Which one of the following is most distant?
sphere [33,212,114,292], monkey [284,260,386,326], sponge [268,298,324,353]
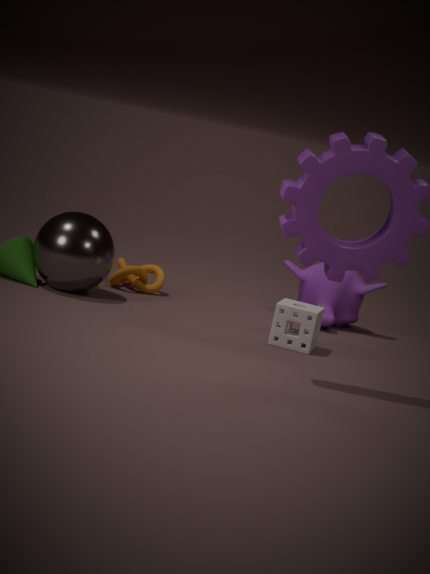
monkey [284,260,386,326]
